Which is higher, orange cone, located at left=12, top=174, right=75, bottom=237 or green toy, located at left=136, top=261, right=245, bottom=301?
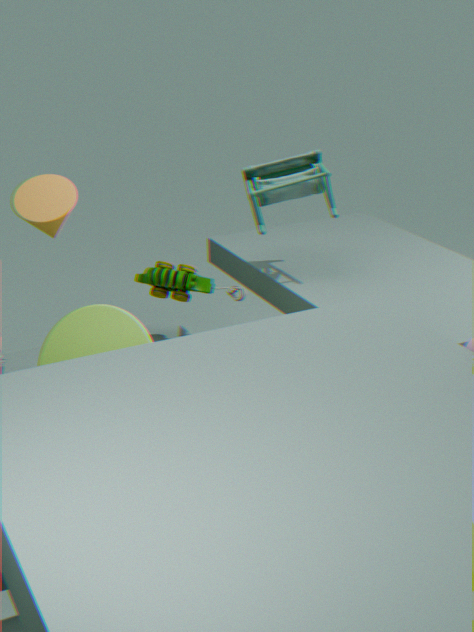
orange cone, located at left=12, top=174, right=75, bottom=237
